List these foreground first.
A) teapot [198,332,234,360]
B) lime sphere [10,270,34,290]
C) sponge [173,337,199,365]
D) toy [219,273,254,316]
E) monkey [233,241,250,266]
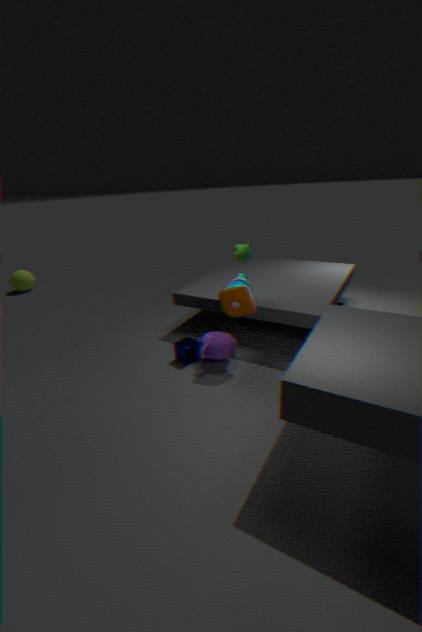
toy [219,273,254,316]
teapot [198,332,234,360]
monkey [233,241,250,266]
sponge [173,337,199,365]
lime sphere [10,270,34,290]
